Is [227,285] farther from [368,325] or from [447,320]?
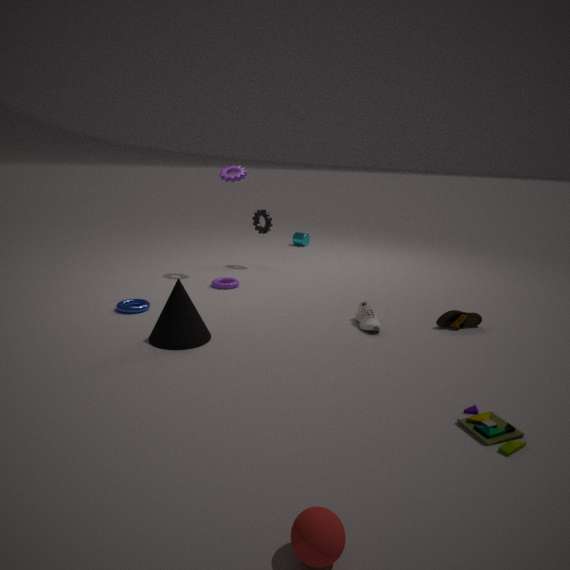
[447,320]
